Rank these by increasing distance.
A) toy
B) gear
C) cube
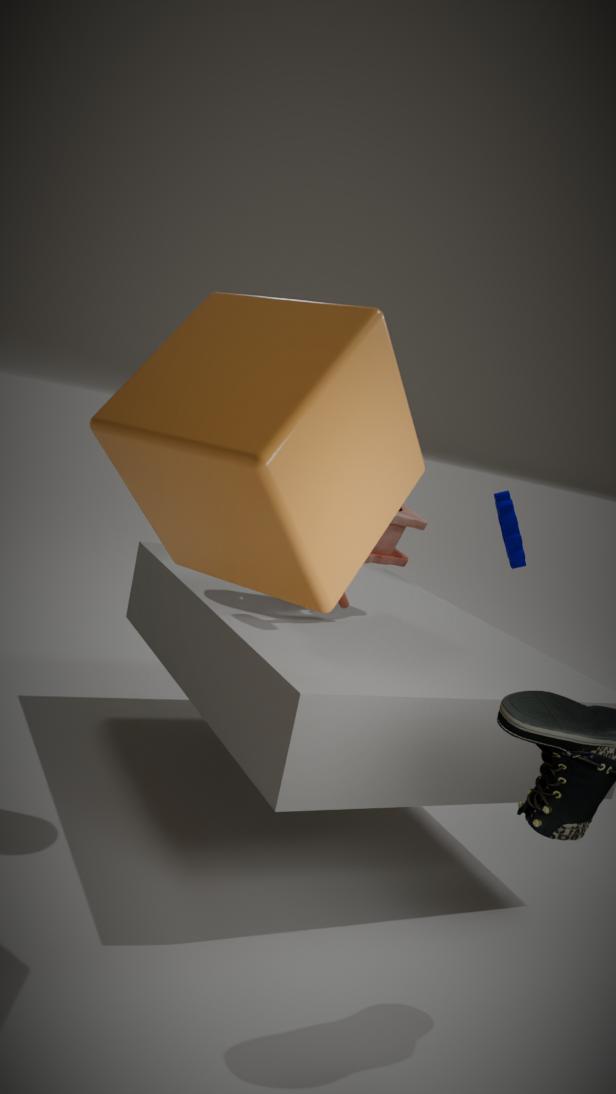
C. cube, A. toy, B. gear
